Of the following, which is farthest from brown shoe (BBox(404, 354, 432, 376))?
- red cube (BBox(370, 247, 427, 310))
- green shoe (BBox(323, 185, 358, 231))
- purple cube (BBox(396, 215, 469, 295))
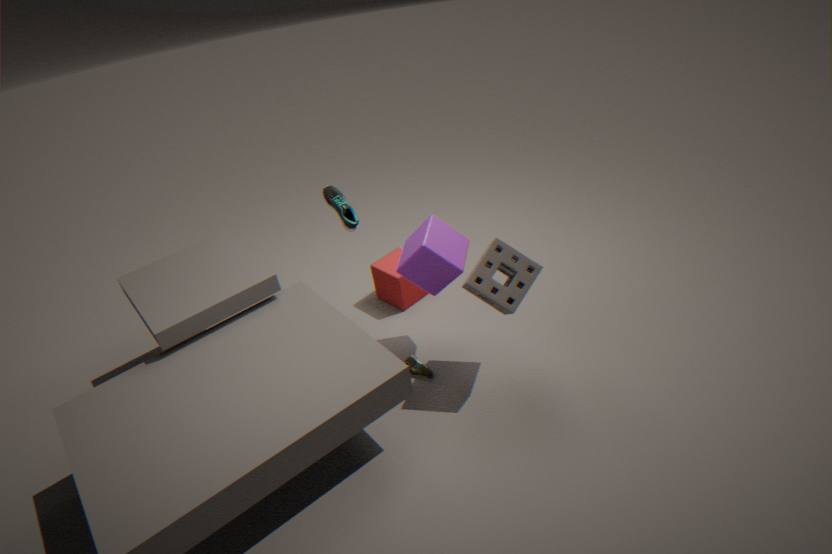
green shoe (BBox(323, 185, 358, 231))
